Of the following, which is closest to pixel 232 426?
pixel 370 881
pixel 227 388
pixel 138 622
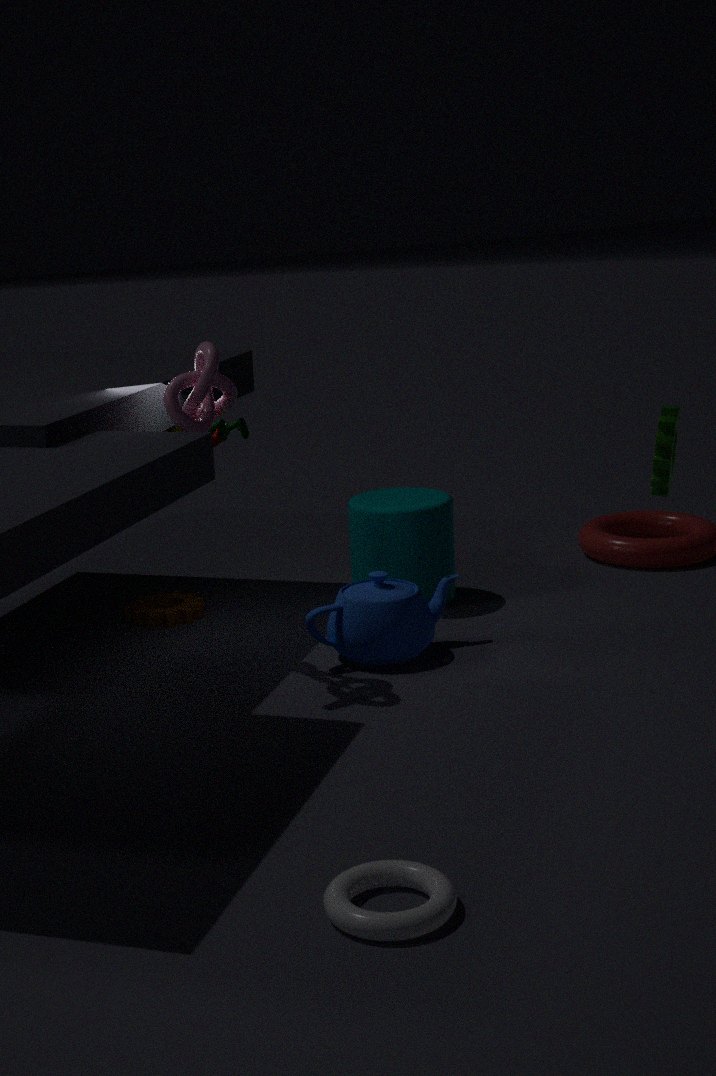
pixel 227 388
